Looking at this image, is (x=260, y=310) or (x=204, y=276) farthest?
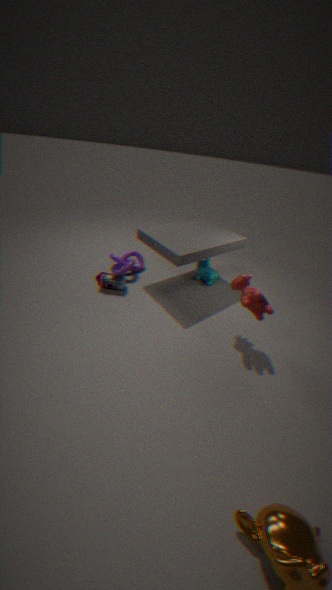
(x=204, y=276)
